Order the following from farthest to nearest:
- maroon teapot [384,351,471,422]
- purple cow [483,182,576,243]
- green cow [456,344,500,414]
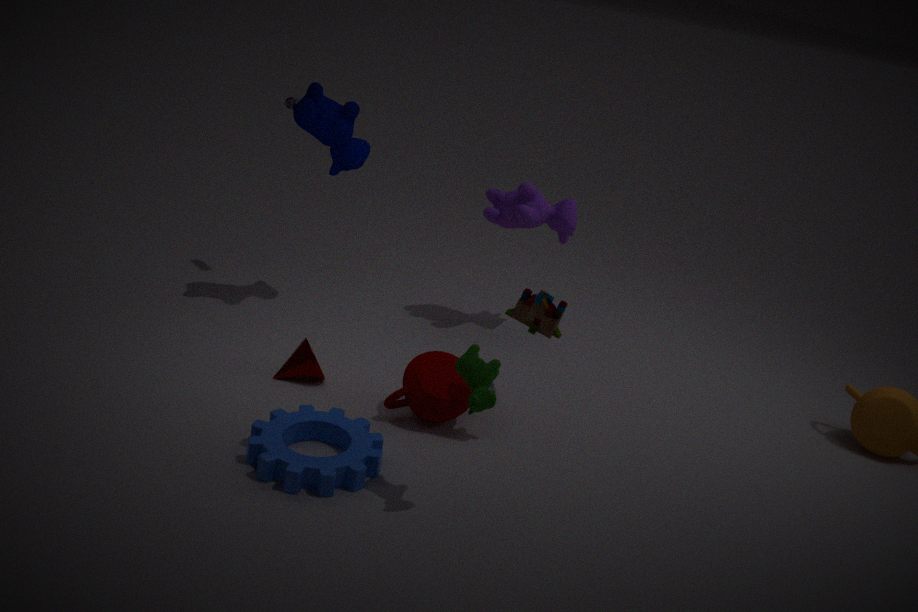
1. purple cow [483,182,576,243]
2. maroon teapot [384,351,471,422]
3. green cow [456,344,500,414]
